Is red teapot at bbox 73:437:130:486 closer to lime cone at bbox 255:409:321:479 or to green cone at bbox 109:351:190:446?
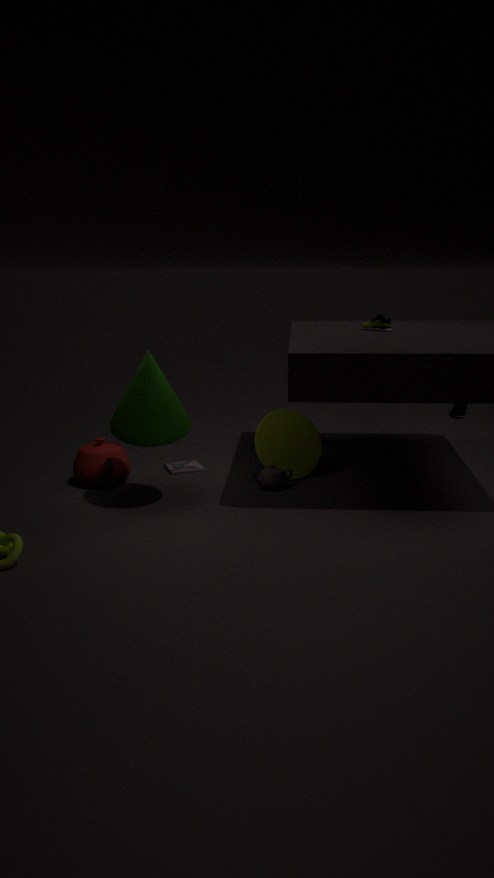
green cone at bbox 109:351:190:446
